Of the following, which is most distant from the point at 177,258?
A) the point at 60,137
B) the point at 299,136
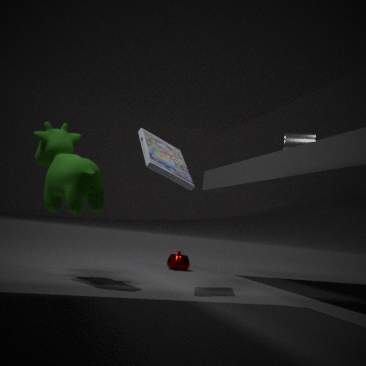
the point at 60,137
